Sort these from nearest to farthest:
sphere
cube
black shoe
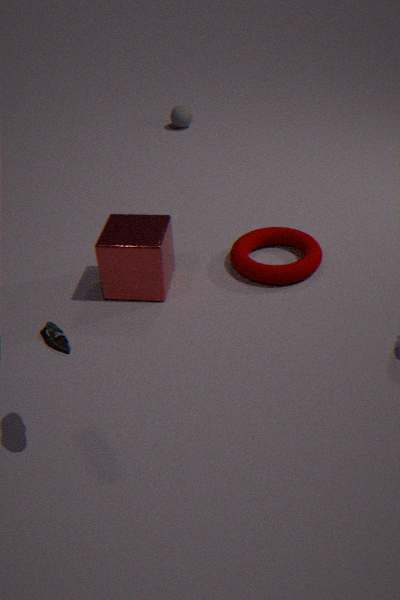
black shoe
cube
sphere
